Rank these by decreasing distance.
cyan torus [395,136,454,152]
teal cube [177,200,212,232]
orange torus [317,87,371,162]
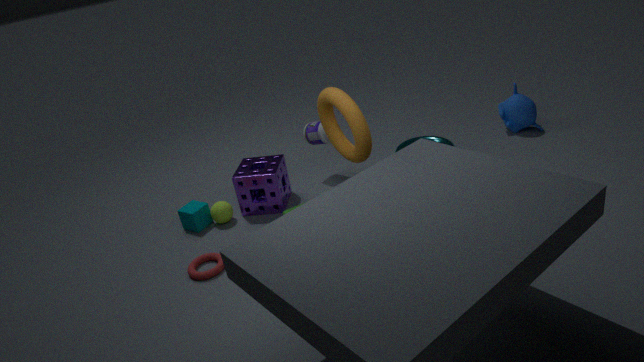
cyan torus [395,136,454,152]
teal cube [177,200,212,232]
orange torus [317,87,371,162]
